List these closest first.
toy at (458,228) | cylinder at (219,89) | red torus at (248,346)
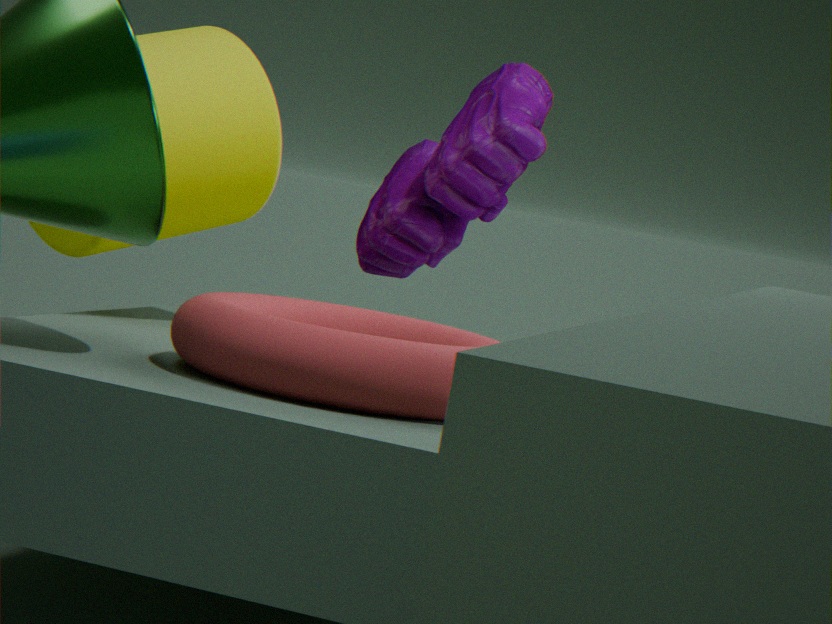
red torus at (248,346), cylinder at (219,89), toy at (458,228)
